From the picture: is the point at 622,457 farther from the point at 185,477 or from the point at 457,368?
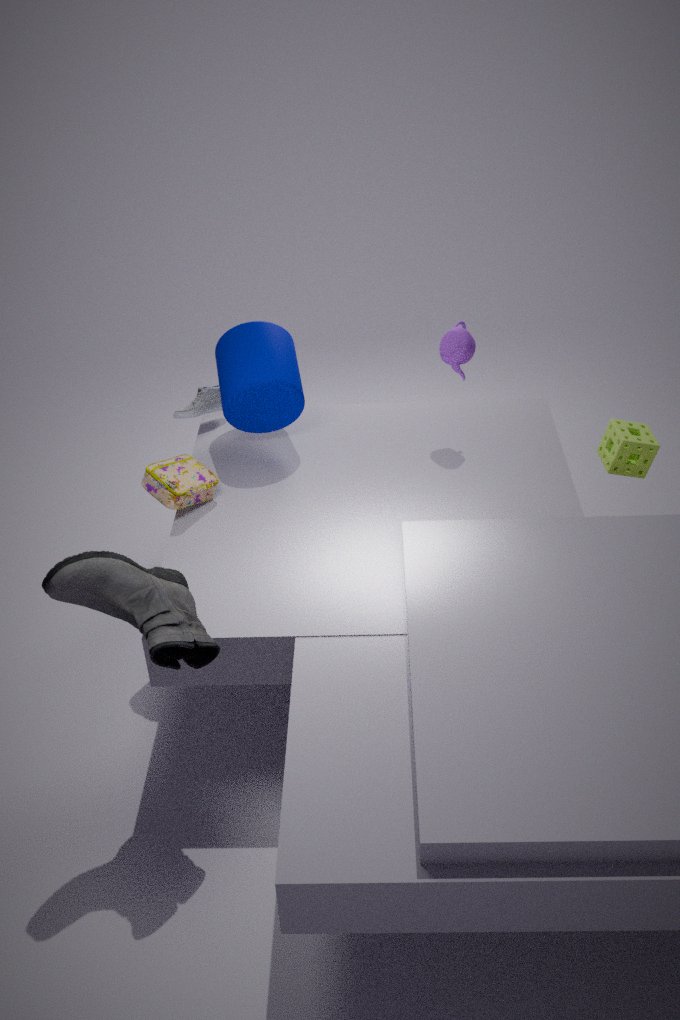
the point at 185,477
